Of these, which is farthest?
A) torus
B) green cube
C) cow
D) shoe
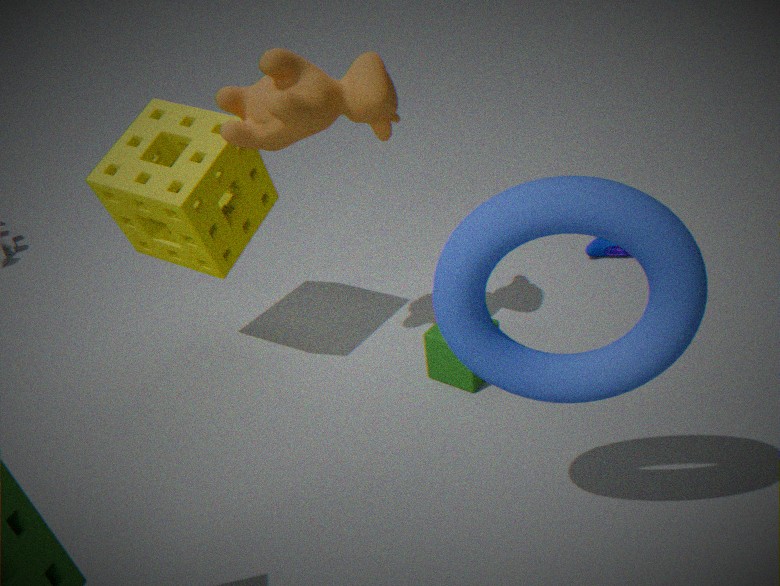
shoe
